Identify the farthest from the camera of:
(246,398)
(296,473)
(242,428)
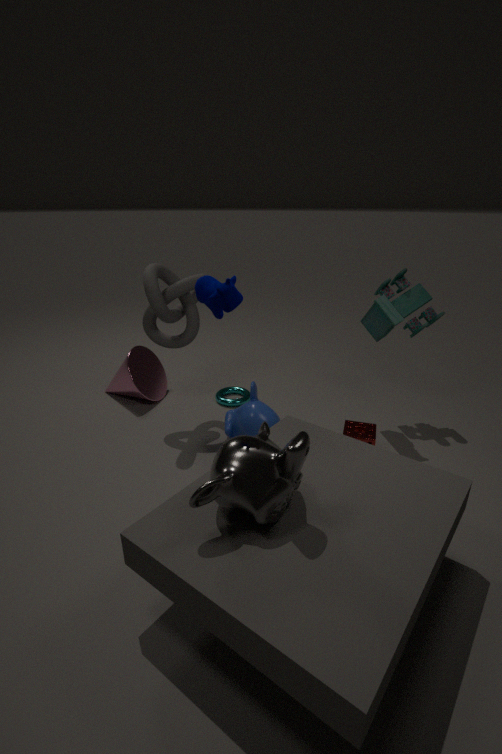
(246,398)
